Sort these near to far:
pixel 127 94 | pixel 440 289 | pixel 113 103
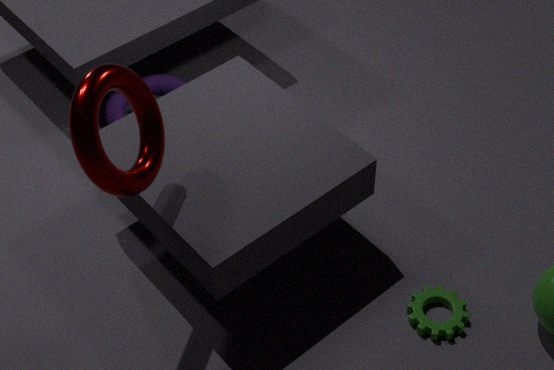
pixel 127 94
pixel 440 289
pixel 113 103
